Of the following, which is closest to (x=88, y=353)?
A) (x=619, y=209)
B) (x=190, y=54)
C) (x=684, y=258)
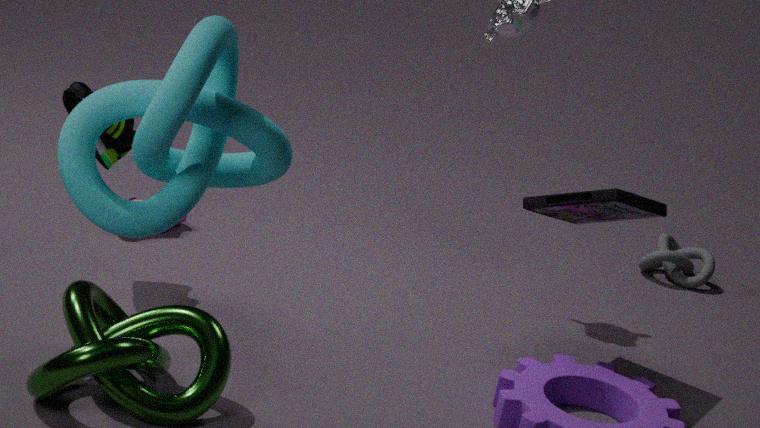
(x=190, y=54)
